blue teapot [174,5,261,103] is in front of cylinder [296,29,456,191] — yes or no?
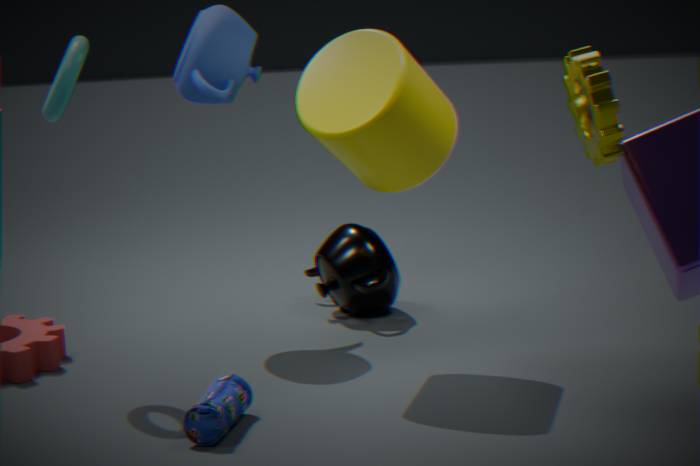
No
